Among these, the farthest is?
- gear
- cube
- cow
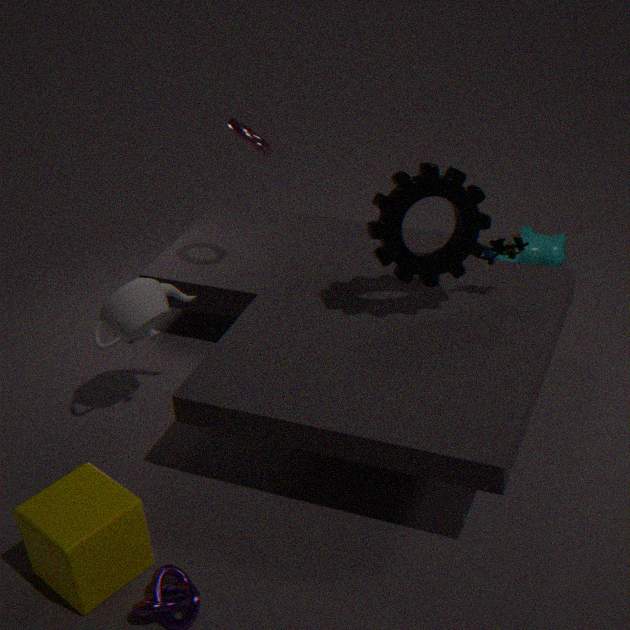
cow
